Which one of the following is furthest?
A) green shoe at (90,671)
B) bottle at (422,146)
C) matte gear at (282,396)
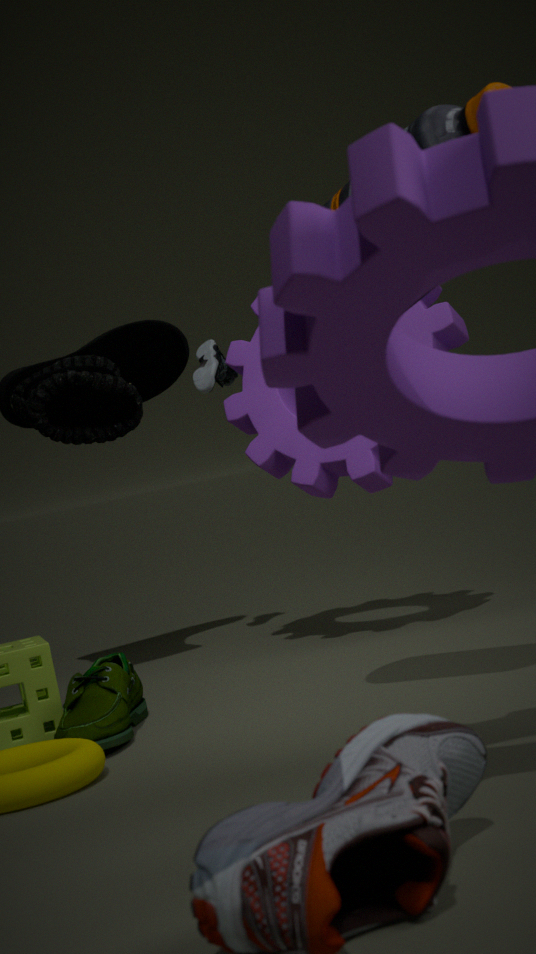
matte gear at (282,396)
